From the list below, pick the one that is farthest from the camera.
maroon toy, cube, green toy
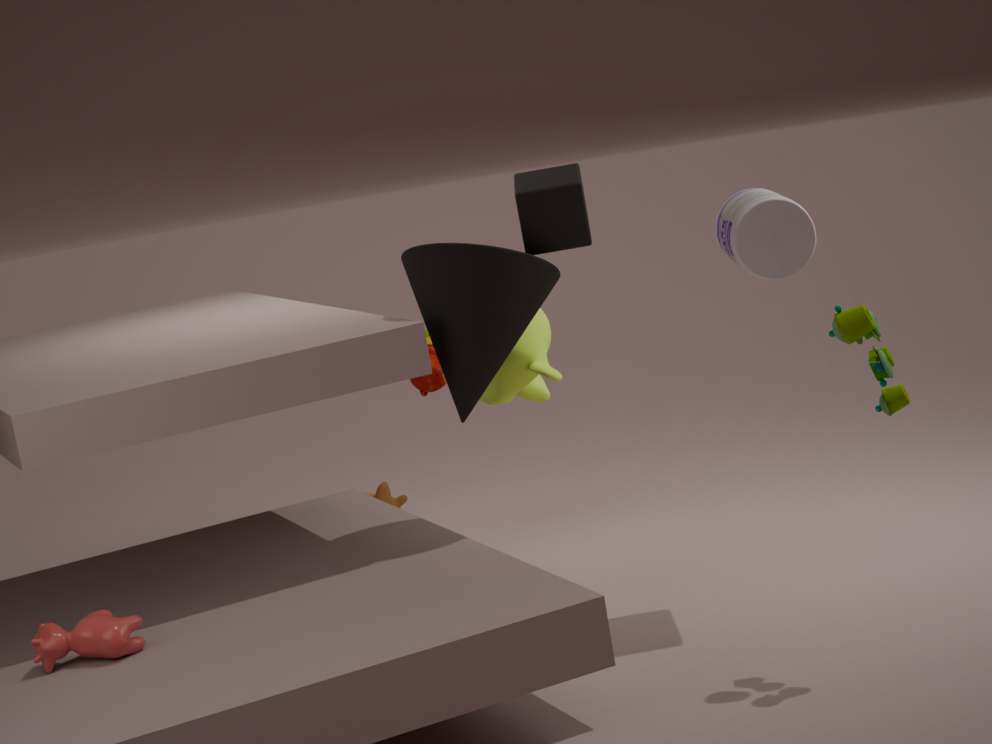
maroon toy
